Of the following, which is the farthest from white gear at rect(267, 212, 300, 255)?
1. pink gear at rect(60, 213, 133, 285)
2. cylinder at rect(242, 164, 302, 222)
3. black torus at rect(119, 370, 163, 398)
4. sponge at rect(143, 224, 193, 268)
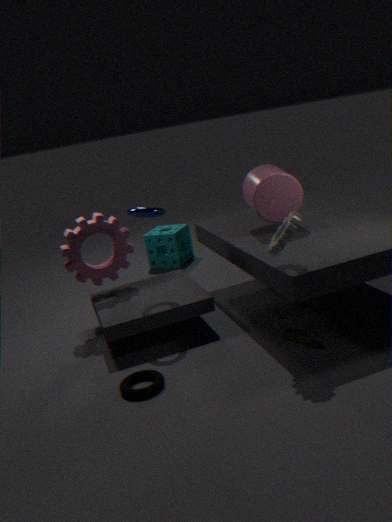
sponge at rect(143, 224, 193, 268)
